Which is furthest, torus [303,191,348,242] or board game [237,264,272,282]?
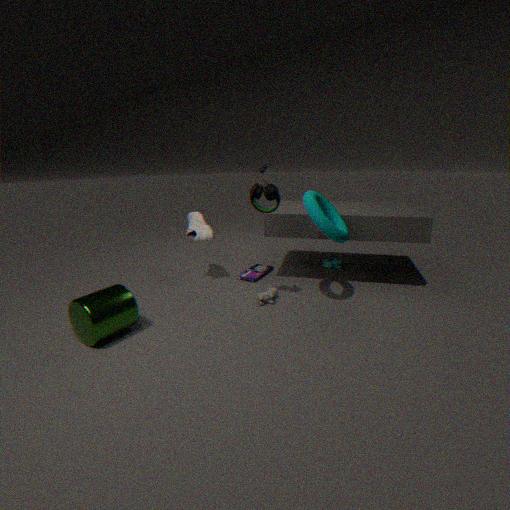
board game [237,264,272,282]
